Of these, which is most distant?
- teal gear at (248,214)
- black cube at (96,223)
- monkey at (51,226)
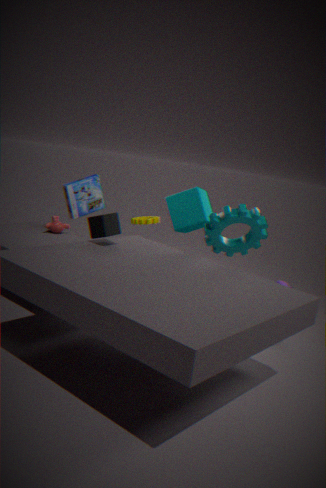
monkey at (51,226)
